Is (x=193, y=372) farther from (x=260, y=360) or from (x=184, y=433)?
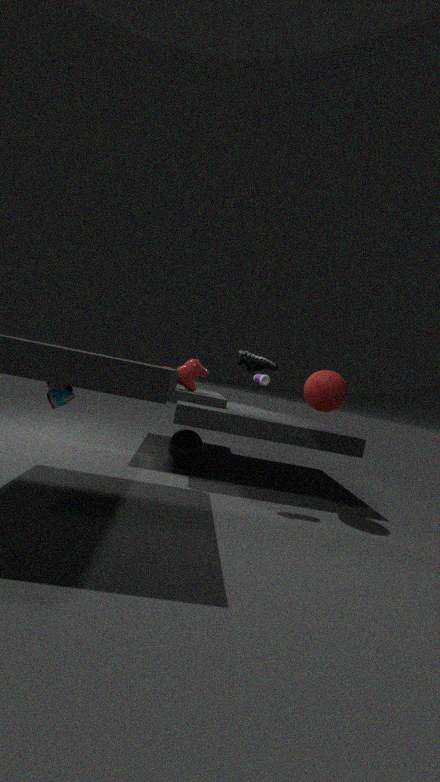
(x=260, y=360)
